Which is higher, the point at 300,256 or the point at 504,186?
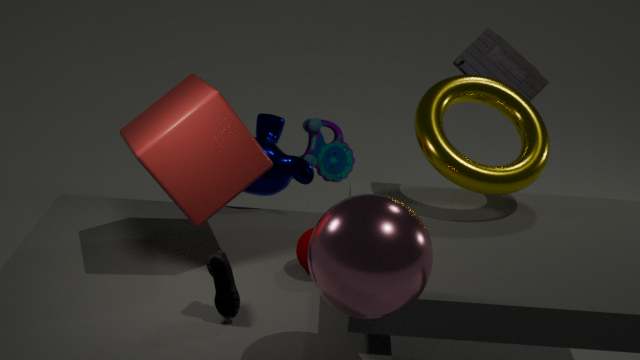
the point at 504,186
